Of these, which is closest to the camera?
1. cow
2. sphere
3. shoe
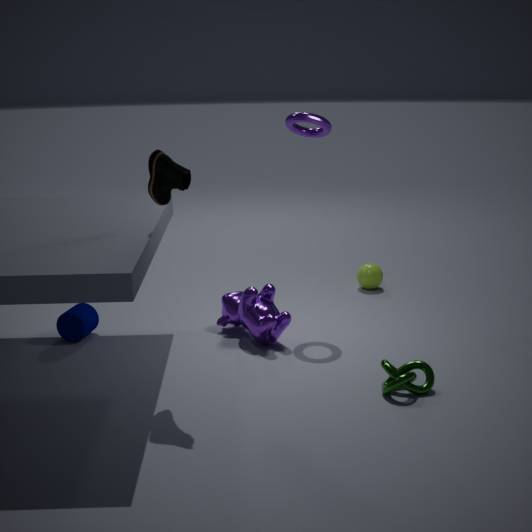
shoe
